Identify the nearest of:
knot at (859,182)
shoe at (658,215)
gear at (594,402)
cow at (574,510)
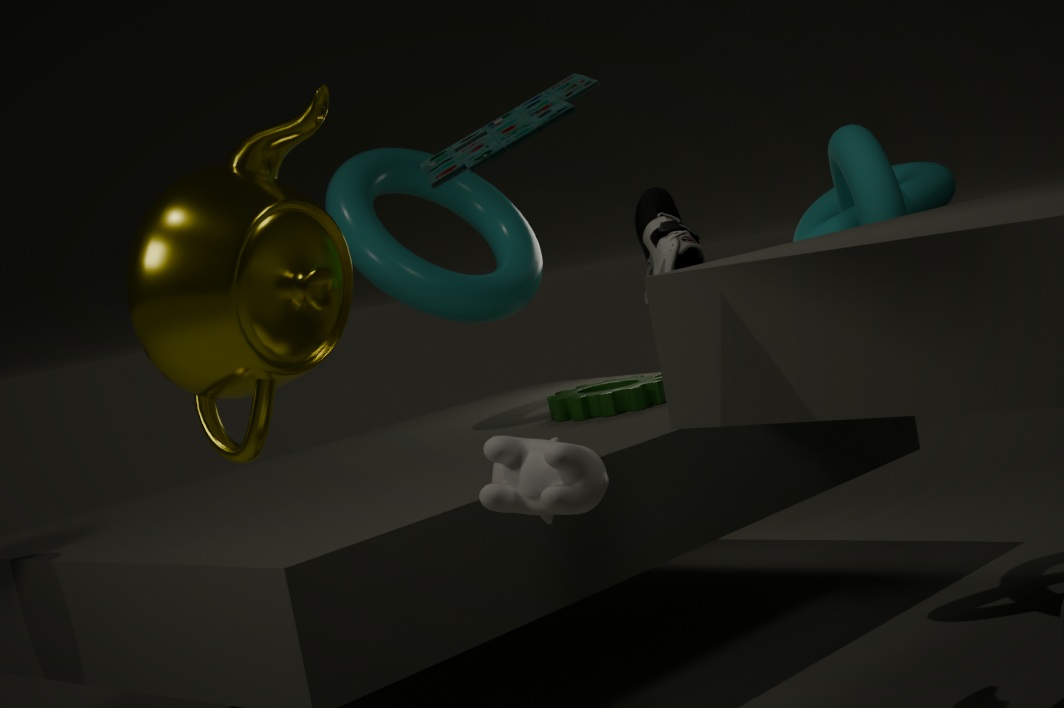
cow at (574,510)
